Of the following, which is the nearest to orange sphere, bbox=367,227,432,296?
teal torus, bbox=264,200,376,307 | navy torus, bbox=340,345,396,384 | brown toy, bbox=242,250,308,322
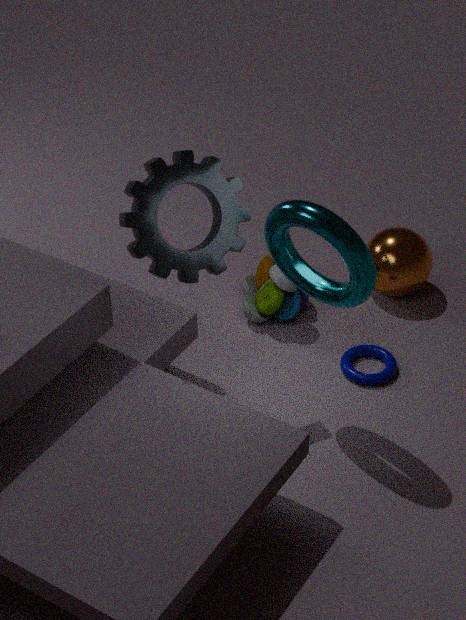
brown toy, bbox=242,250,308,322
